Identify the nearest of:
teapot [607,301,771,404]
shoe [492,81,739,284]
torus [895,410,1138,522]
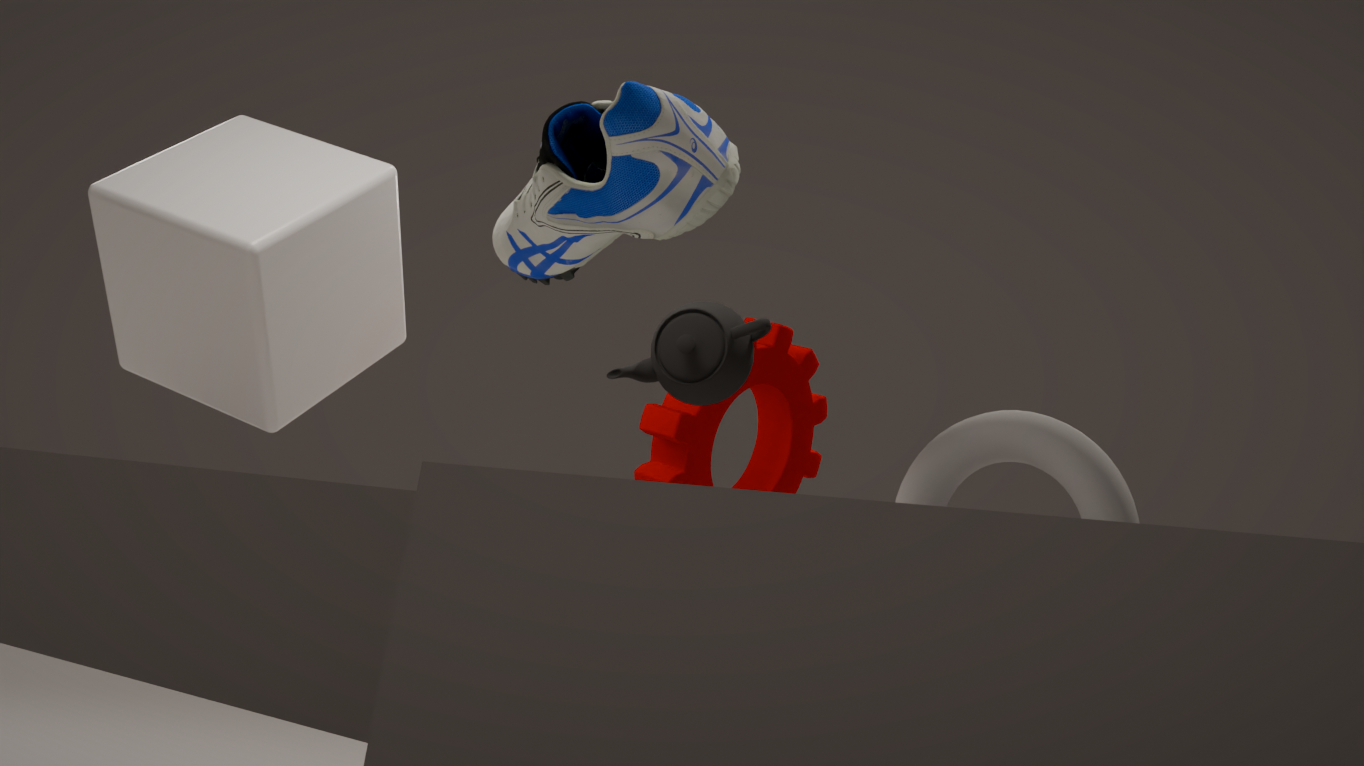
shoe [492,81,739,284]
